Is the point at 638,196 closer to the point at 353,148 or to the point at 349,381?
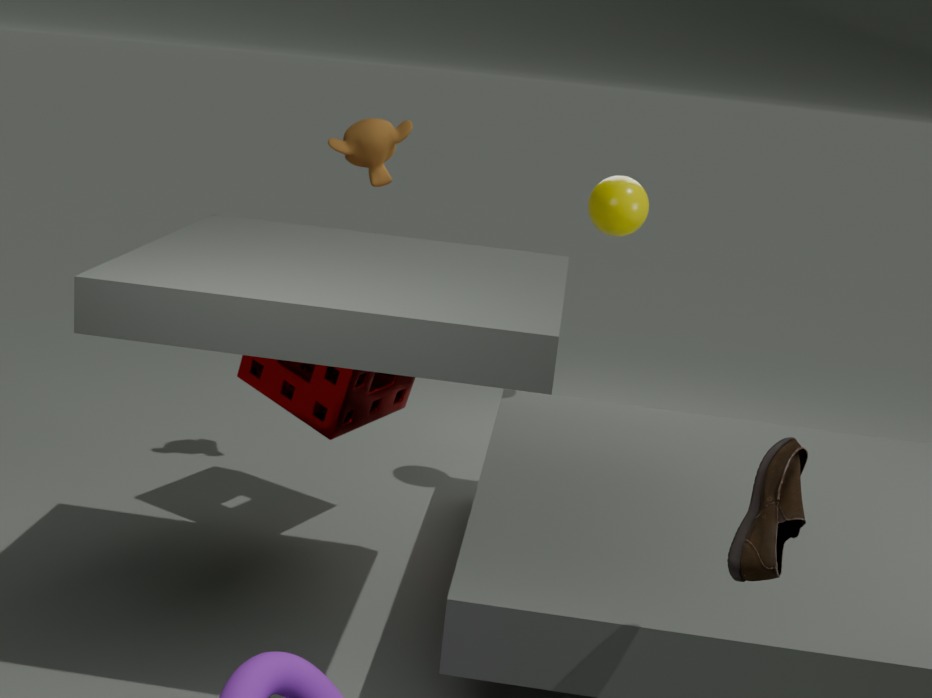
the point at 353,148
